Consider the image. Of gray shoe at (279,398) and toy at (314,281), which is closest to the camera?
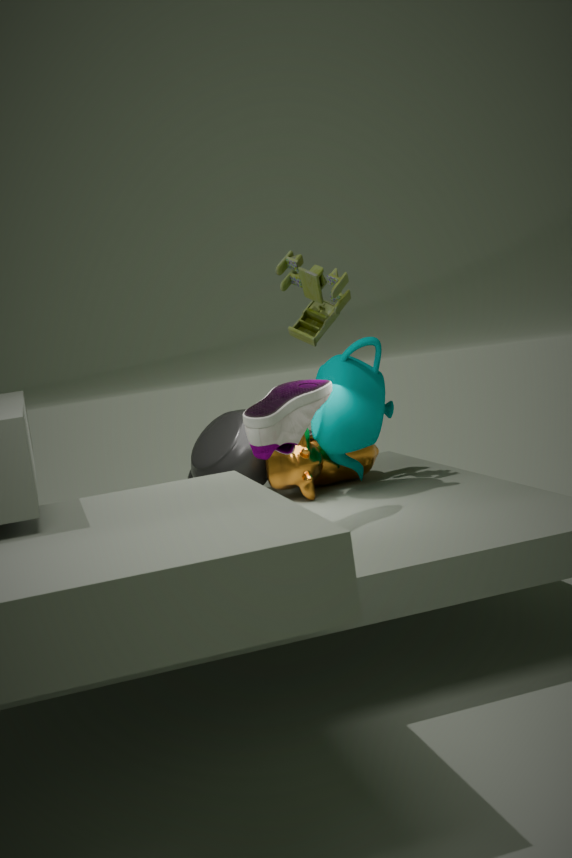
gray shoe at (279,398)
